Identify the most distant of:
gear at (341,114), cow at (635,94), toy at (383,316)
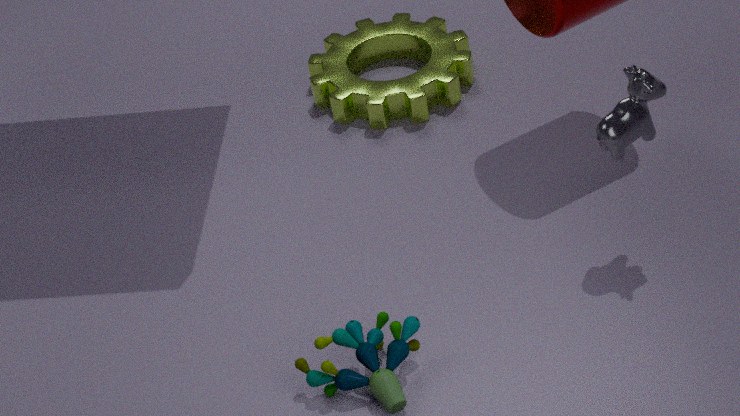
gear at (341,114)
